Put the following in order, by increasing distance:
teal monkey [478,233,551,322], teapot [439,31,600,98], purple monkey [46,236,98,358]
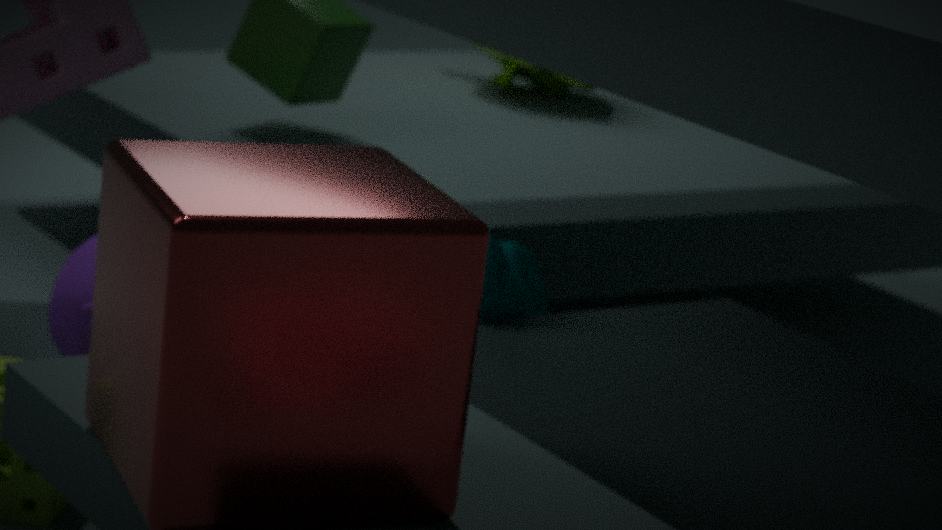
teal monkey [478,233,551,322] → purple monkey [46,236,98,358] → teapot [439,31,600,98]
